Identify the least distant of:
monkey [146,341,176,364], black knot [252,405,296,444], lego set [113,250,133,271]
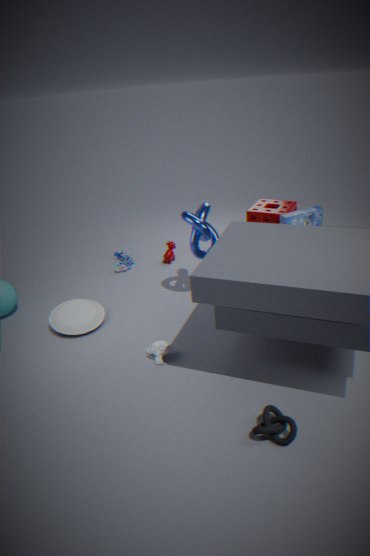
black knot [252,405,296,444]
